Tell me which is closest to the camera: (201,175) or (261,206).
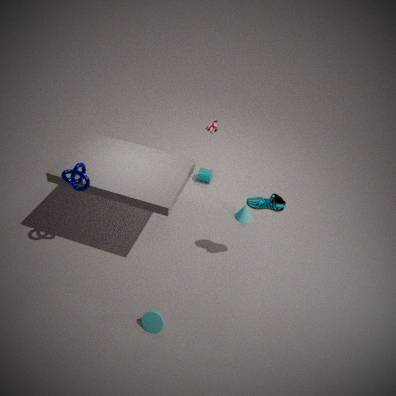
(261,206)
